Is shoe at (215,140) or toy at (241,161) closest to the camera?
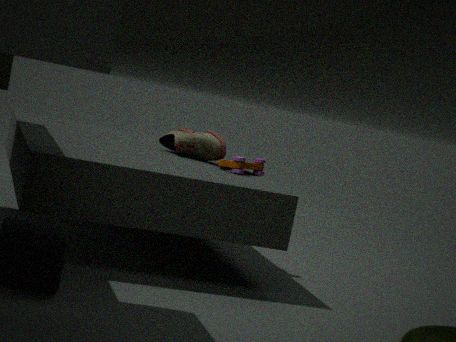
toy at (241,161)
